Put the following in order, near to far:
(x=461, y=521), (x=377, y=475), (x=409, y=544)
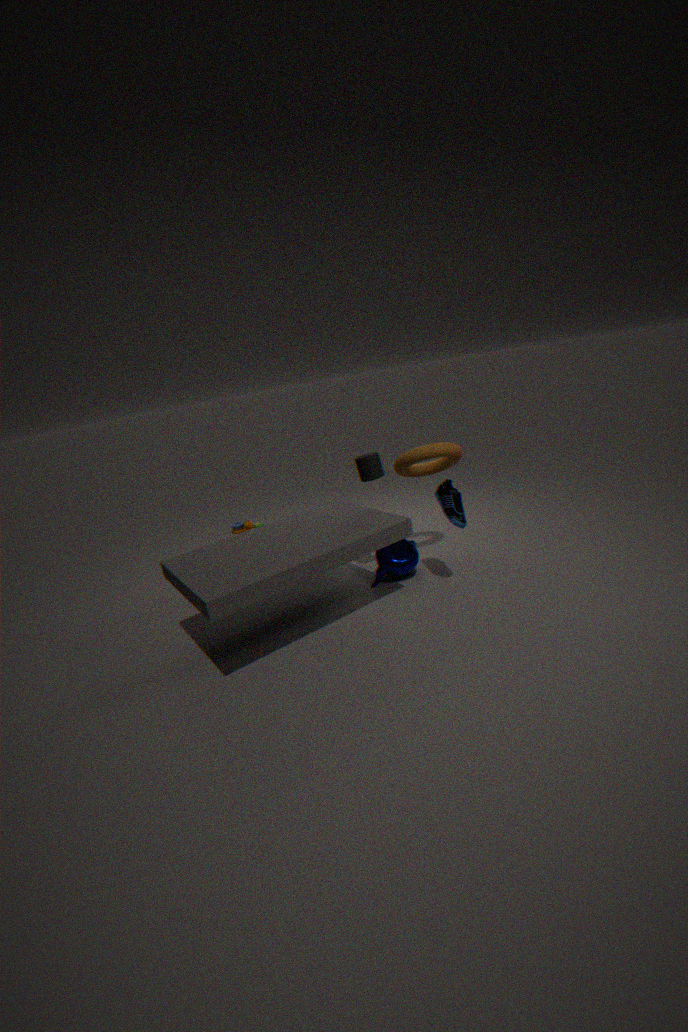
(x=461, y=521) < (x=377, y=475) < (x=409, y=544)
